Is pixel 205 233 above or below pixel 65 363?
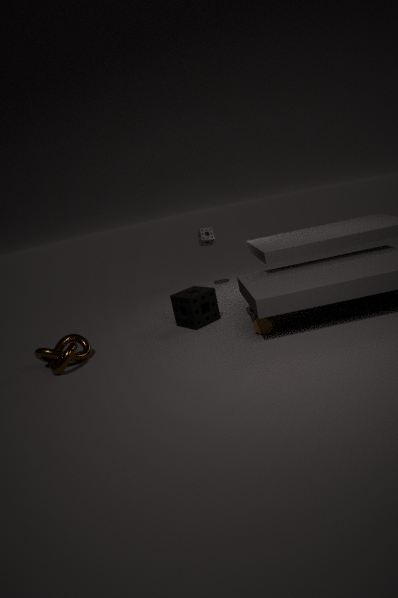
above
